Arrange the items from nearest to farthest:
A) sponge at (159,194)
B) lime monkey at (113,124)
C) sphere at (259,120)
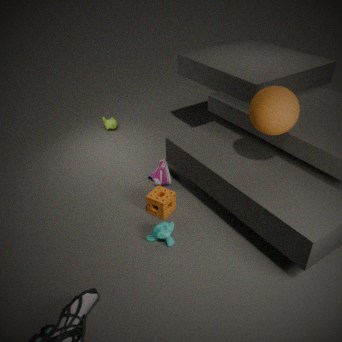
sphere at (259,120) < sponge at (159,194) < lime monkey at (113,124)
